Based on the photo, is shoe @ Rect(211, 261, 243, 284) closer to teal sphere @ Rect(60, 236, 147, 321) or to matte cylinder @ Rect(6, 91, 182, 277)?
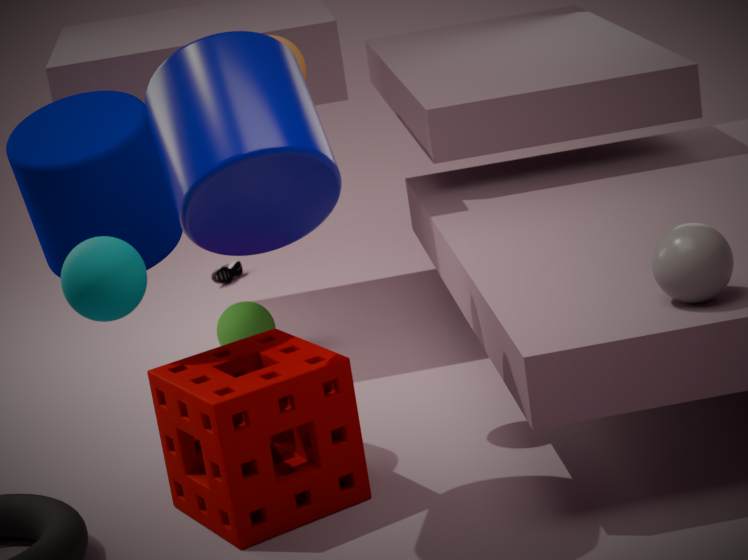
matte cylinder @ Rect(6, 91, 182, 277)
